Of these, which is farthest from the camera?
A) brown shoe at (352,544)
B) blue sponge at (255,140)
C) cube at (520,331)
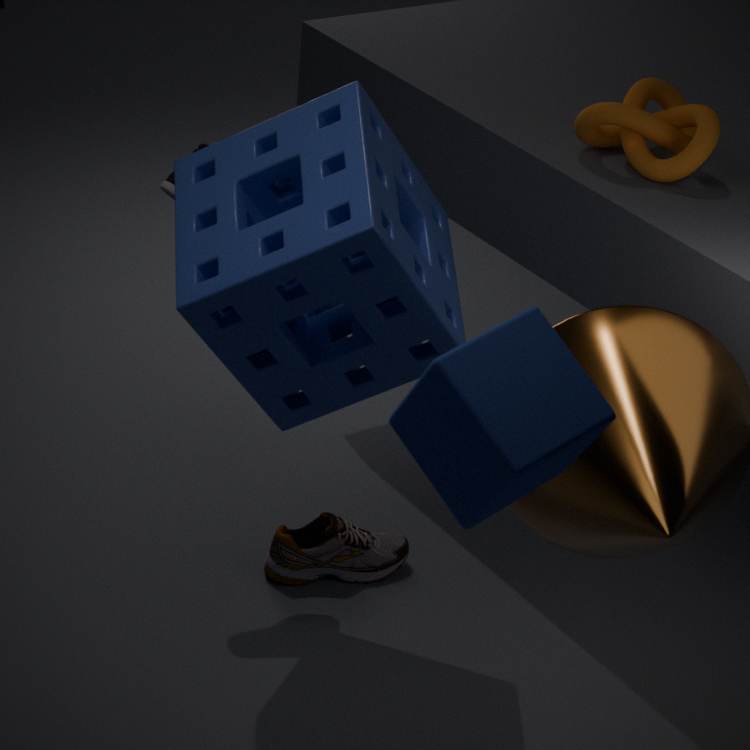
brown shoe at (352,544)
